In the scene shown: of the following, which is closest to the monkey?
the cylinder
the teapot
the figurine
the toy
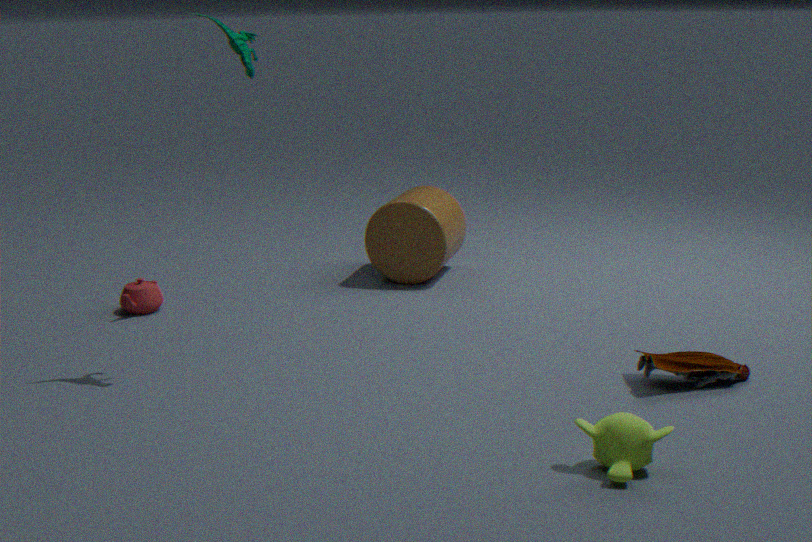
the figurine
